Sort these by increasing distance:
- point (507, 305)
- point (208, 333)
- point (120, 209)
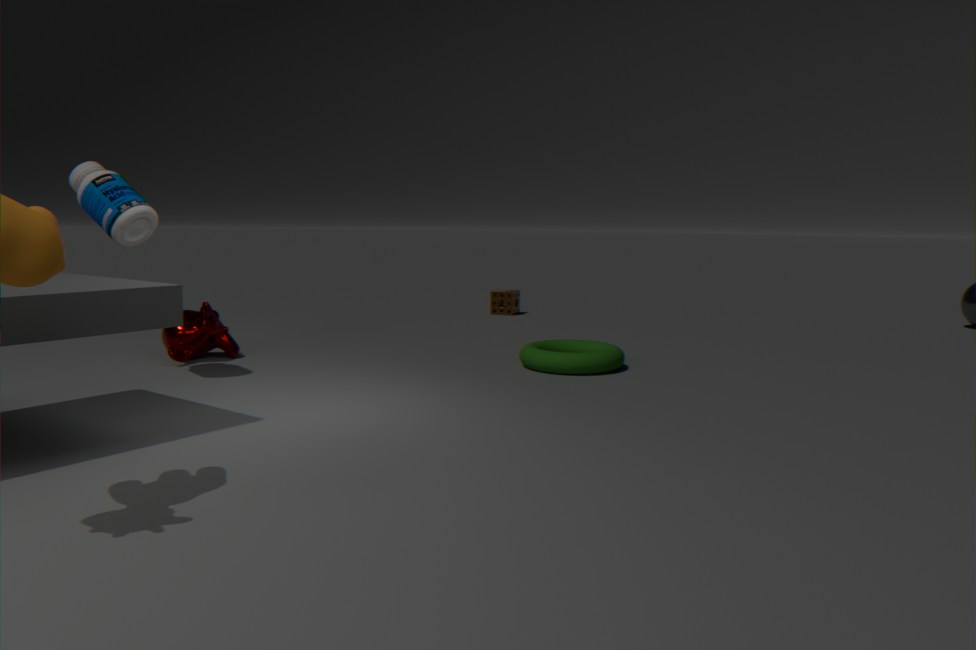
1. point (120, 209)
2. point (208, 333)
3. point (507, 305)
